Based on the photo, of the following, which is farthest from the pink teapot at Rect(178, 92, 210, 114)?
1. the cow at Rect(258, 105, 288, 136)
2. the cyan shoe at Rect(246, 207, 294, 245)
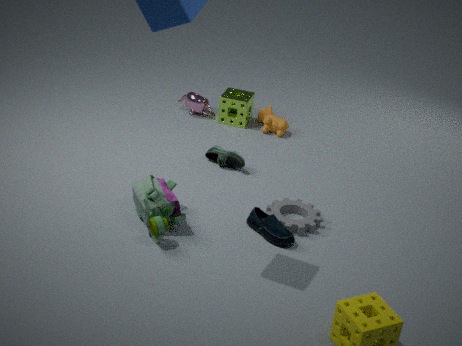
the cyan shoe at Rect(246, 207, 294, 245)
